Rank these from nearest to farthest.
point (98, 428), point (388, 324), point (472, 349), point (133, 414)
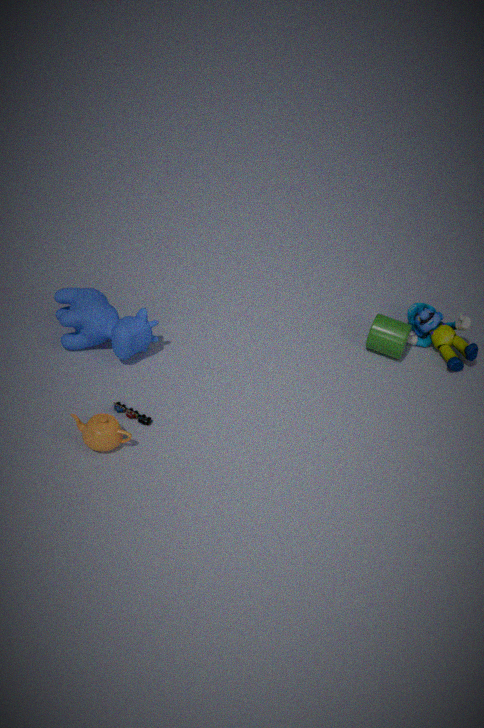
1. point (98, 428)
2. point (133, 414)
3. point (388, 324)
4. point (472, 349)
